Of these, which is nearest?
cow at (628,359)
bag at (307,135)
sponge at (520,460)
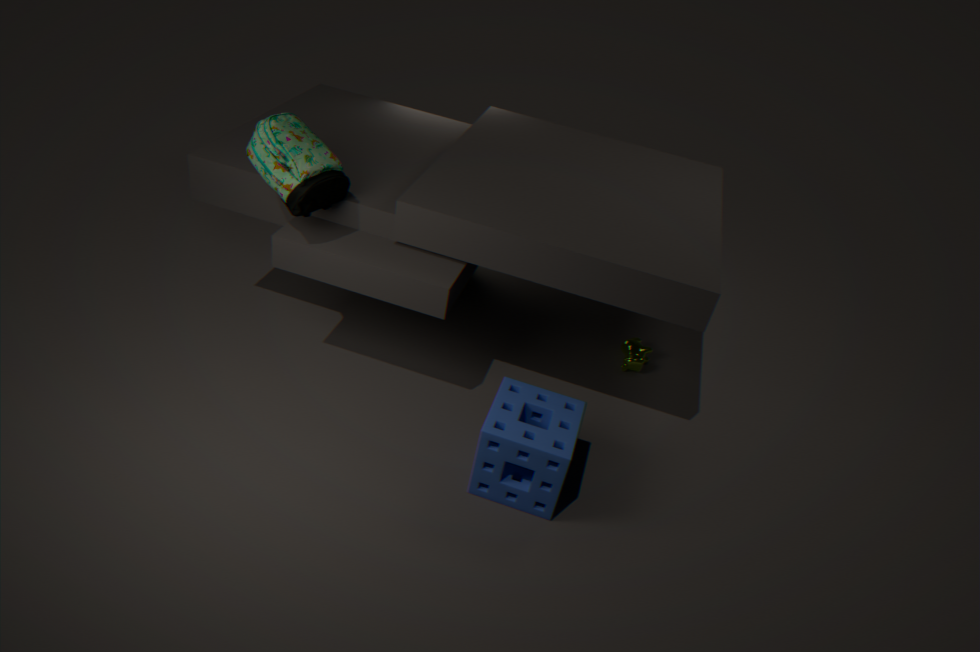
sponge at (520,460)
